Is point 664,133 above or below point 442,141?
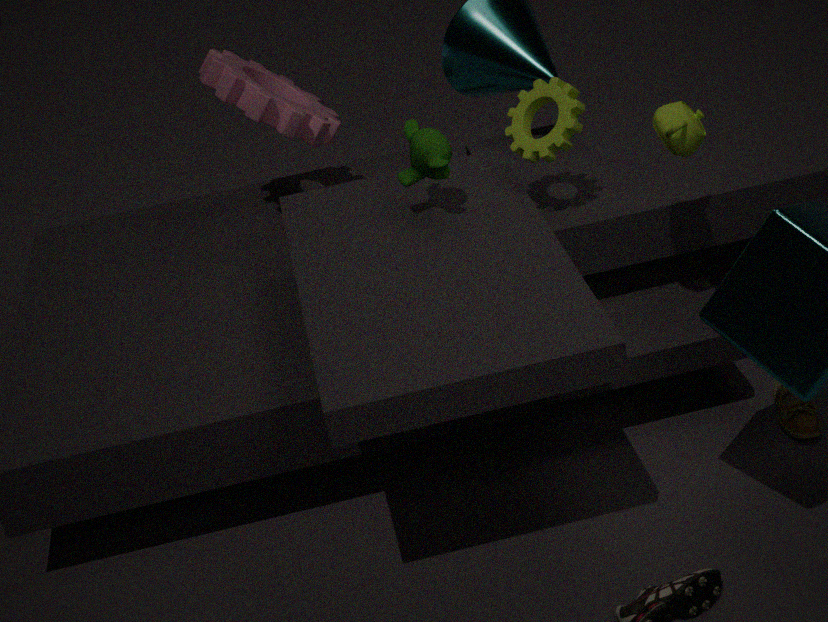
above
